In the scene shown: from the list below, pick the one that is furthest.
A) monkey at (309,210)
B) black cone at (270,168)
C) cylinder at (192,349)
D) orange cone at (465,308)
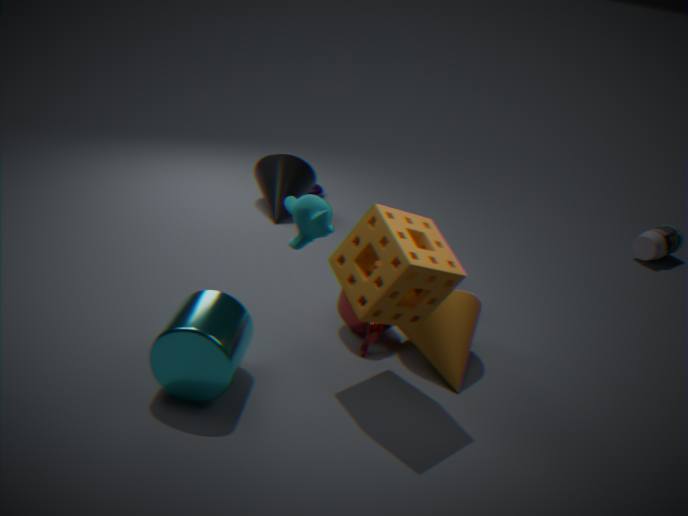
black cone at (270,168)
